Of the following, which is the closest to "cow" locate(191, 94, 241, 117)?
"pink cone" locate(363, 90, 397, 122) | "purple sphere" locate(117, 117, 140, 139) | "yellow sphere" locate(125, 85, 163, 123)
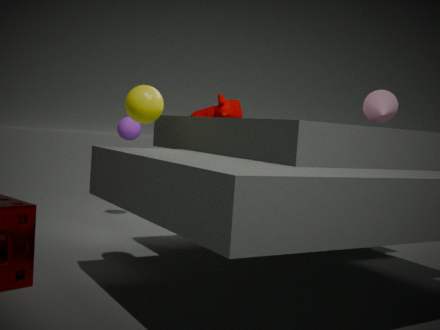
"purple sphere" locate(117, 117, 140, 139)
